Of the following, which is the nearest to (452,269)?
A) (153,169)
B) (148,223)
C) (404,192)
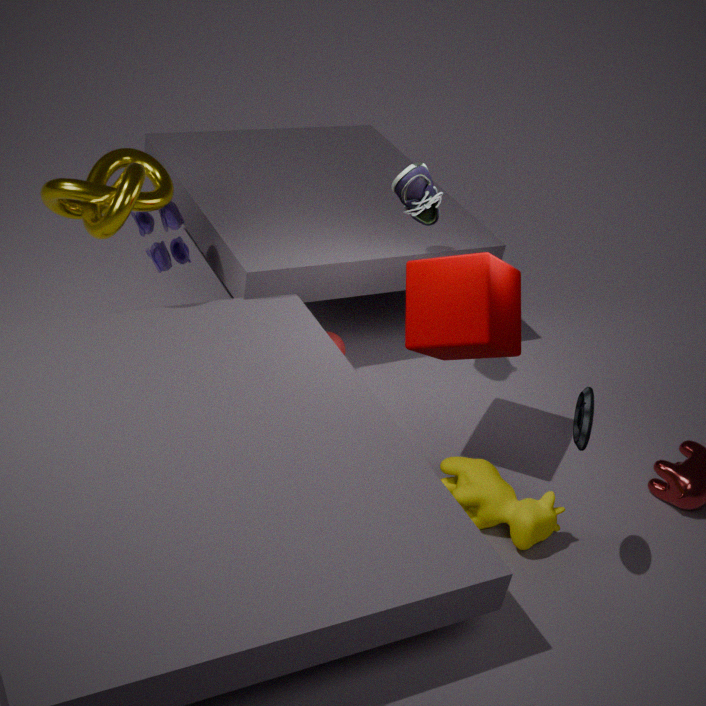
(404,192)
